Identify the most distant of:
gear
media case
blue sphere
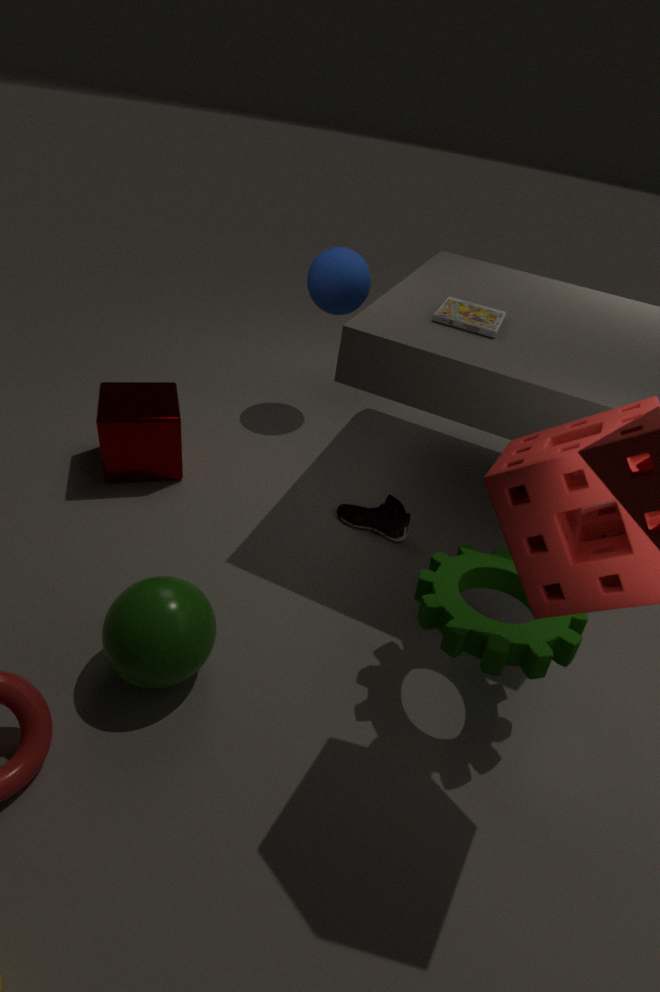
blue sphere
